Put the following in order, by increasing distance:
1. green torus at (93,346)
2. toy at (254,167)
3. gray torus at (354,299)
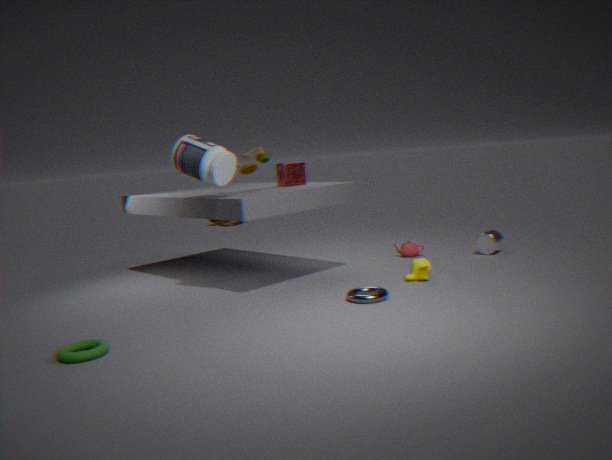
green torus at (93,346) < gray torus at (354,299) < toy at (254,167)
